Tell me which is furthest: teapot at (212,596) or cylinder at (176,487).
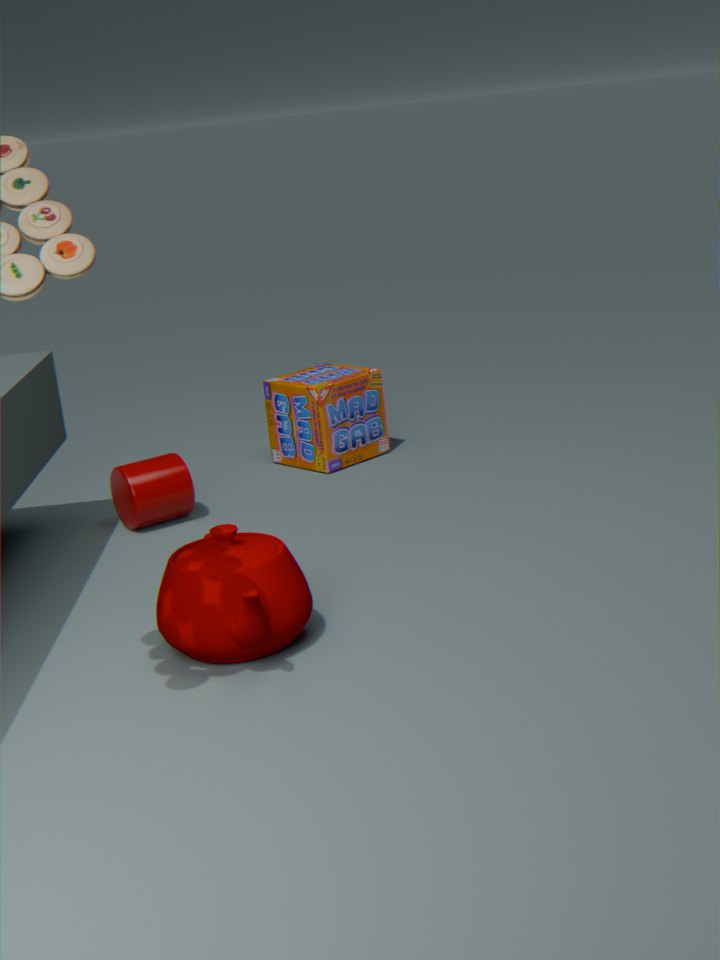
cylinder at (176,487)
